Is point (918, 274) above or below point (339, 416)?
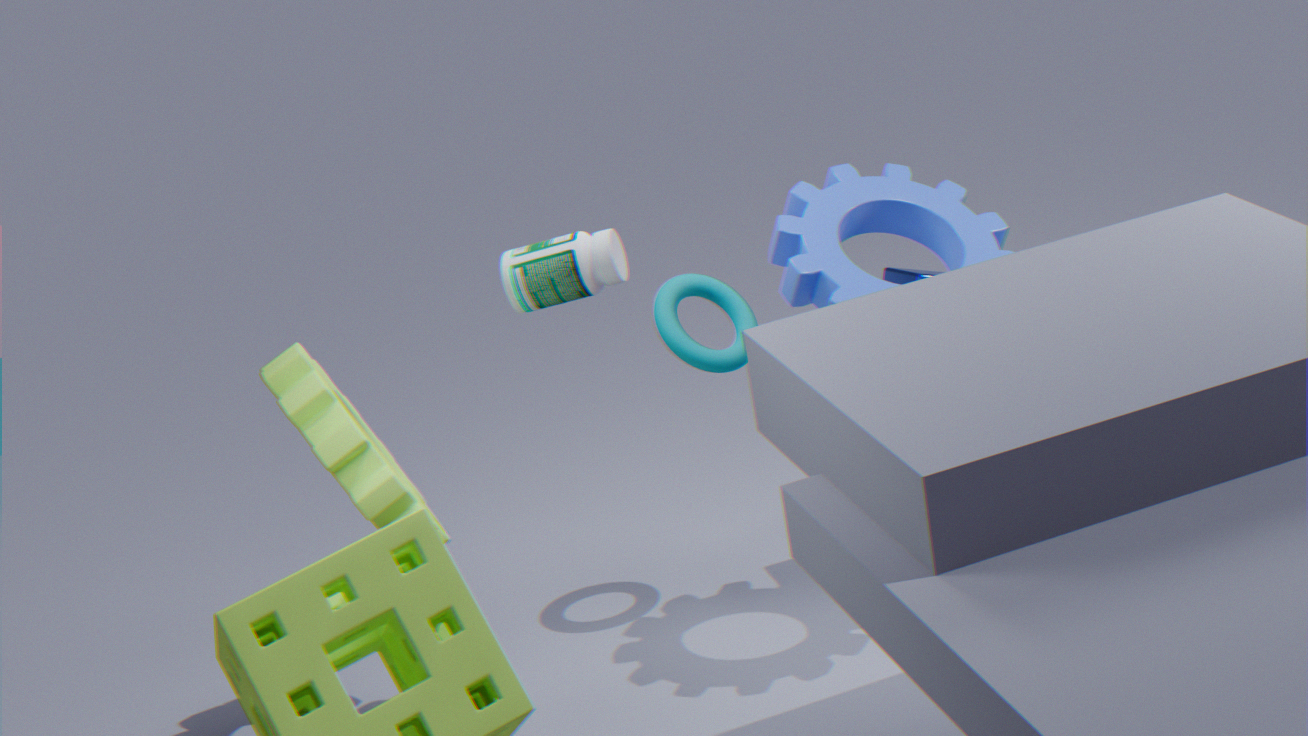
below
